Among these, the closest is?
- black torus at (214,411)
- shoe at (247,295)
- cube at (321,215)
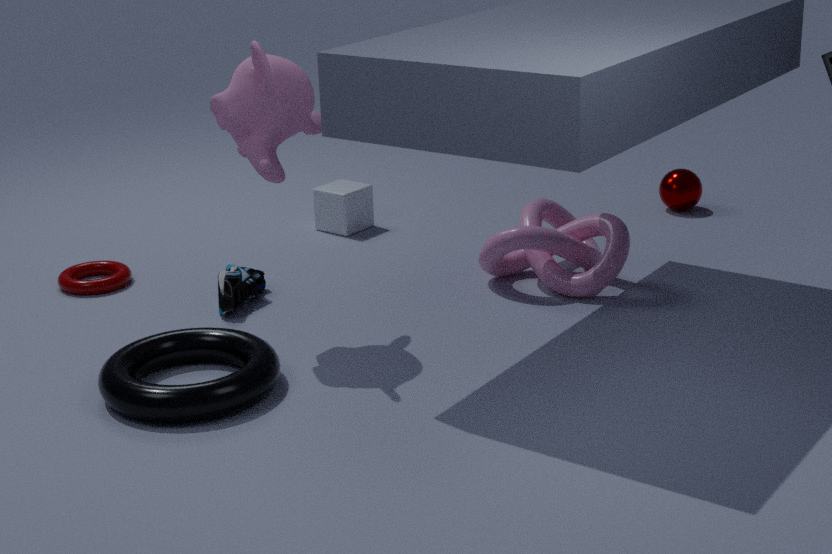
black torus at (214,411)
